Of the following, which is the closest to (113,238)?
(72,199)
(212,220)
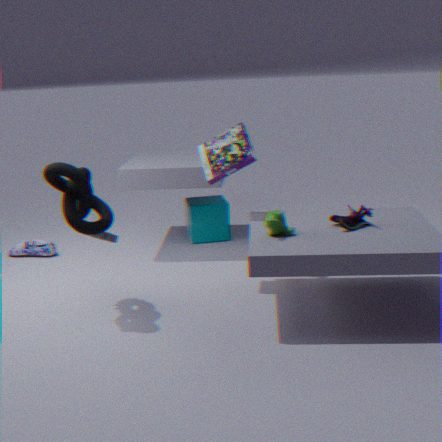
(72,199)
